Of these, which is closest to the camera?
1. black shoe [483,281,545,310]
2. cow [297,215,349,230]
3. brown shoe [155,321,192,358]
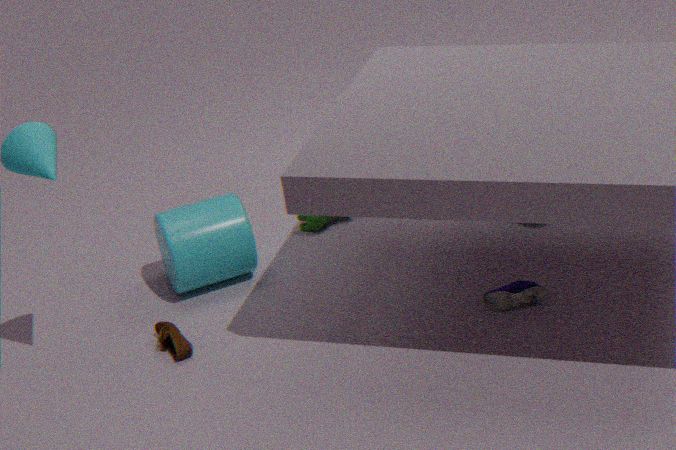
brown shoe [155,321,192,358]
